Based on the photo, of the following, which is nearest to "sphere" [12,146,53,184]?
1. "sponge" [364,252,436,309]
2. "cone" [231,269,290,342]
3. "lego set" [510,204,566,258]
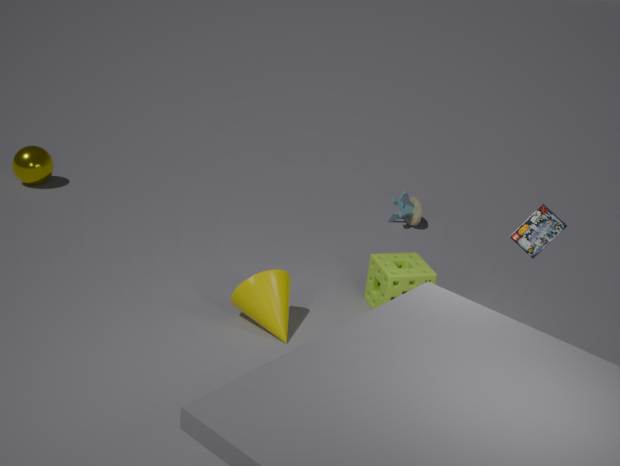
"cone" [231,269,290,342]
